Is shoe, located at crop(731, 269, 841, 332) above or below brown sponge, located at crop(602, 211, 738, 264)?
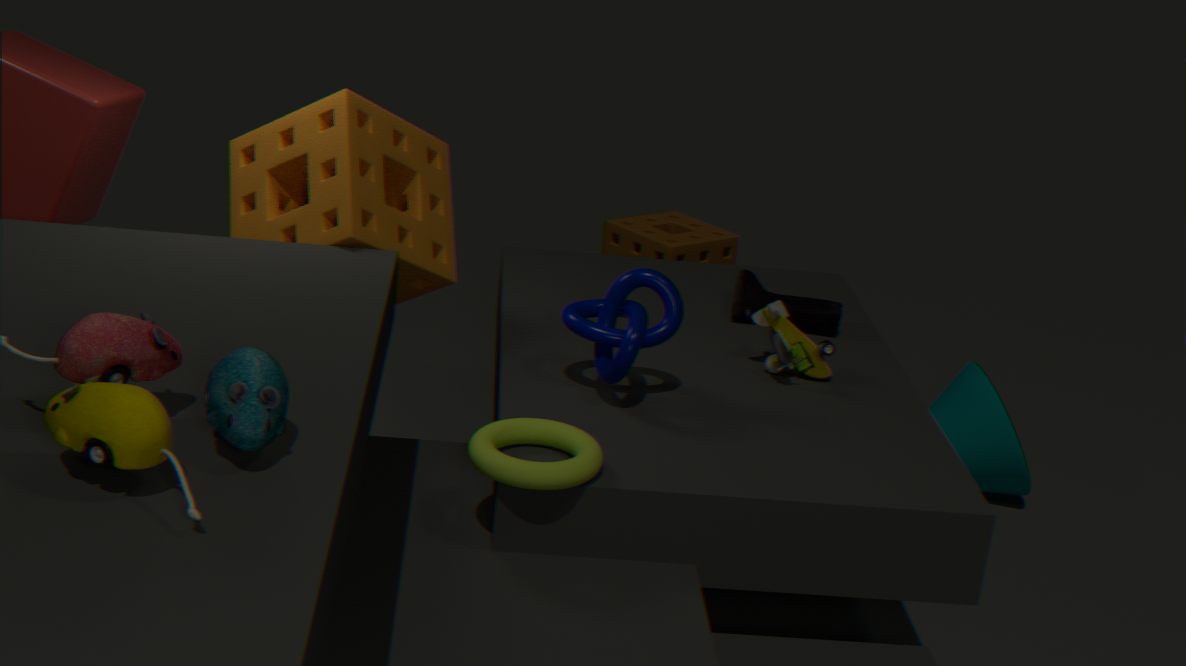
above
